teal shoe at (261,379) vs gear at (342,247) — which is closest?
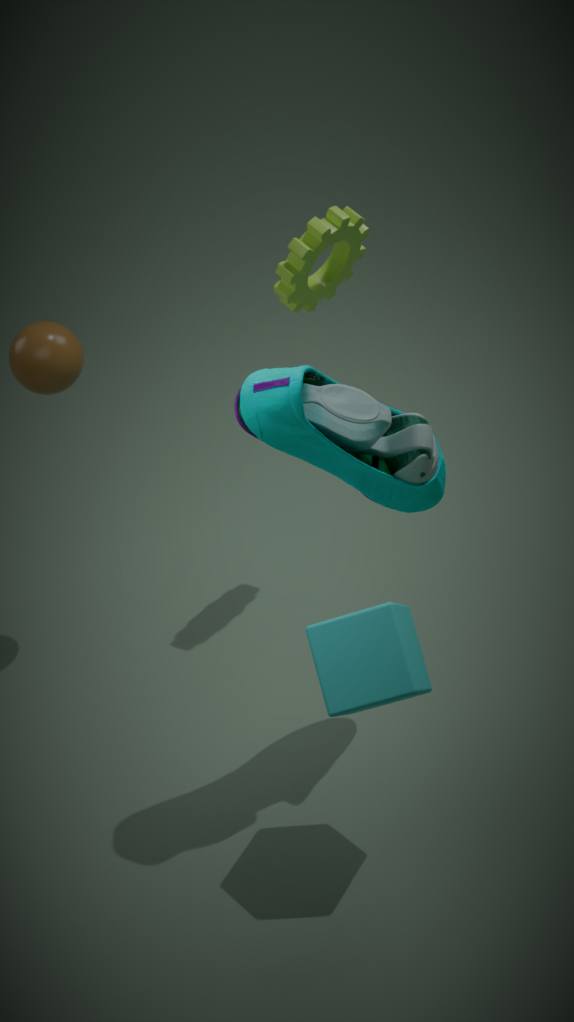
teal shoe at (261,379)
